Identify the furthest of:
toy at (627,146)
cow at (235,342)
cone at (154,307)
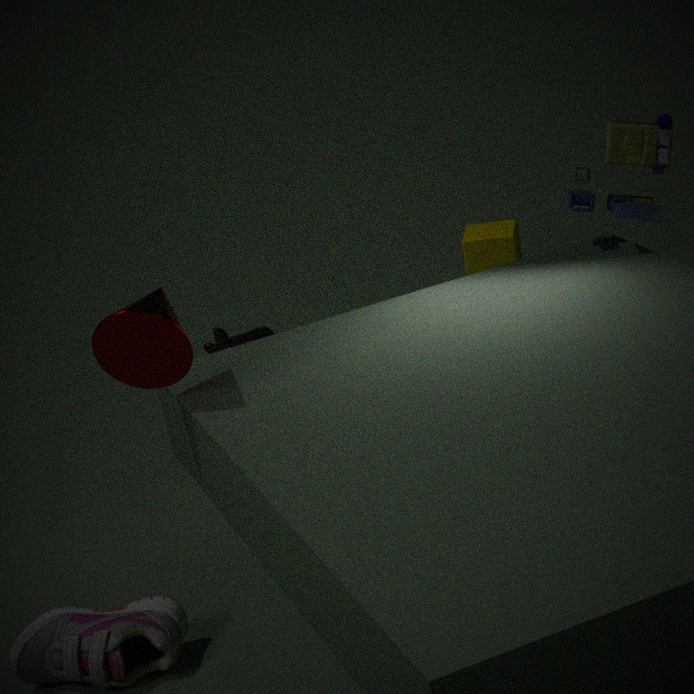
cow at (235,342)
